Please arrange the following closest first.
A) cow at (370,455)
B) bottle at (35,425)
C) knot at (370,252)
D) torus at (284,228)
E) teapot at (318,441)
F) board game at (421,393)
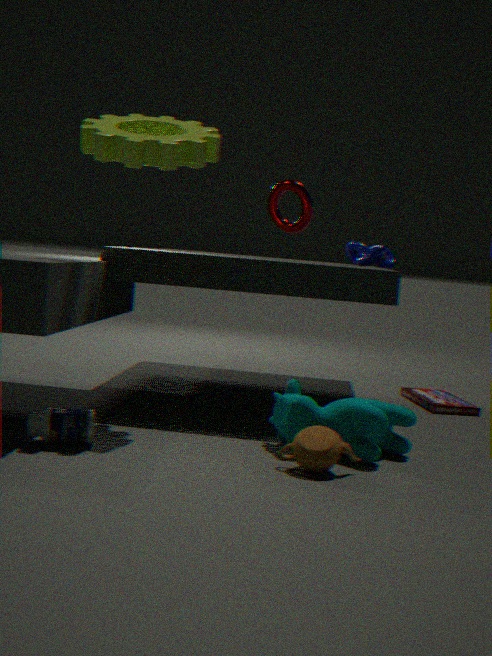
teapot at (318,441)
bottle at (35,425)
cow at (370,455)
board game at (421,393)
torus at (284,228)
knot at (370,252)
